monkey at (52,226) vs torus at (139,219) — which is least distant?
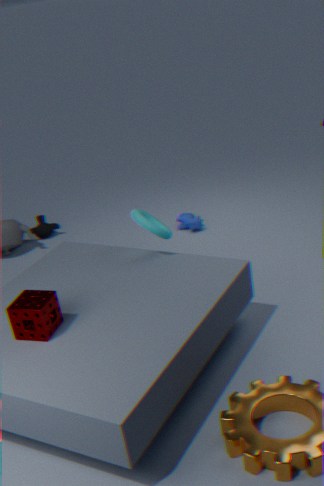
torus at (139,219)
